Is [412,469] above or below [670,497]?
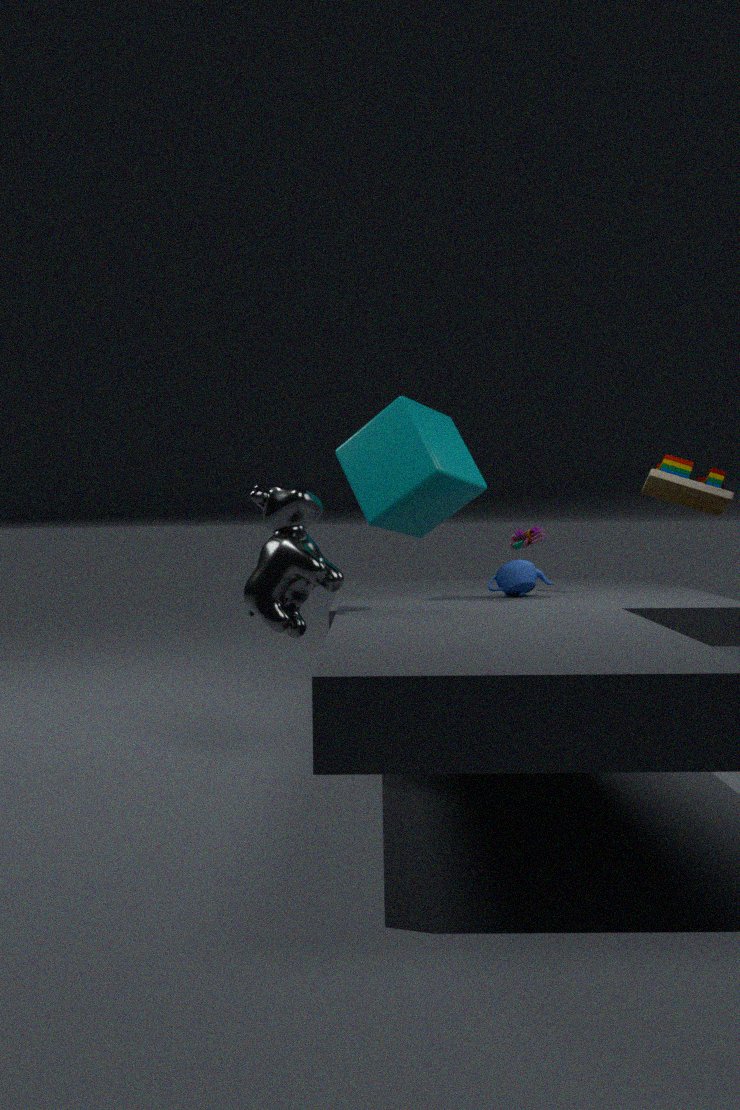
above
